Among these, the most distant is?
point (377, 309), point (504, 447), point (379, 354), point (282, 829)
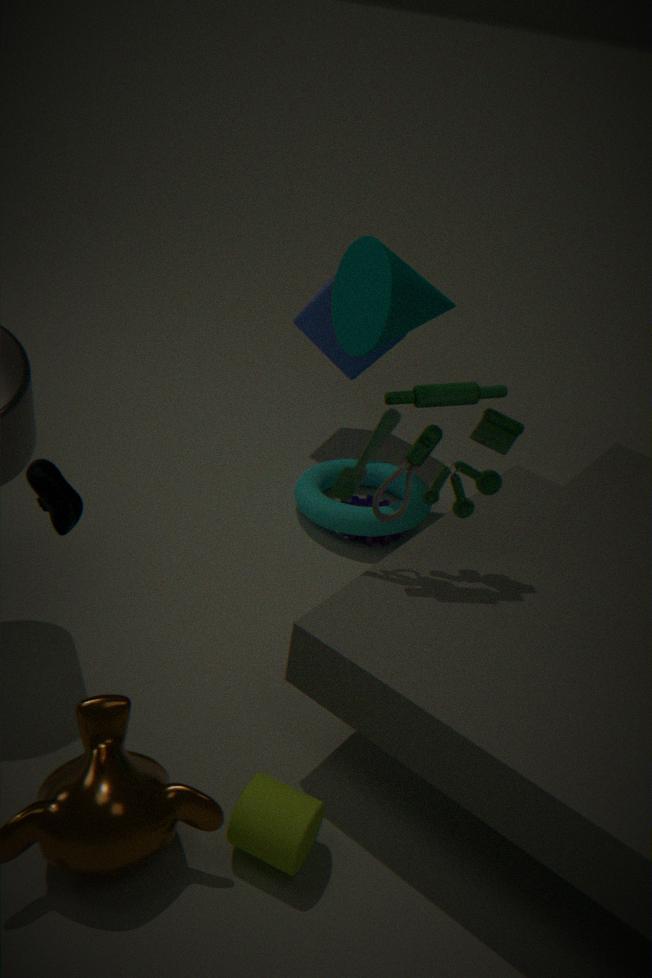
point (379, 354)
